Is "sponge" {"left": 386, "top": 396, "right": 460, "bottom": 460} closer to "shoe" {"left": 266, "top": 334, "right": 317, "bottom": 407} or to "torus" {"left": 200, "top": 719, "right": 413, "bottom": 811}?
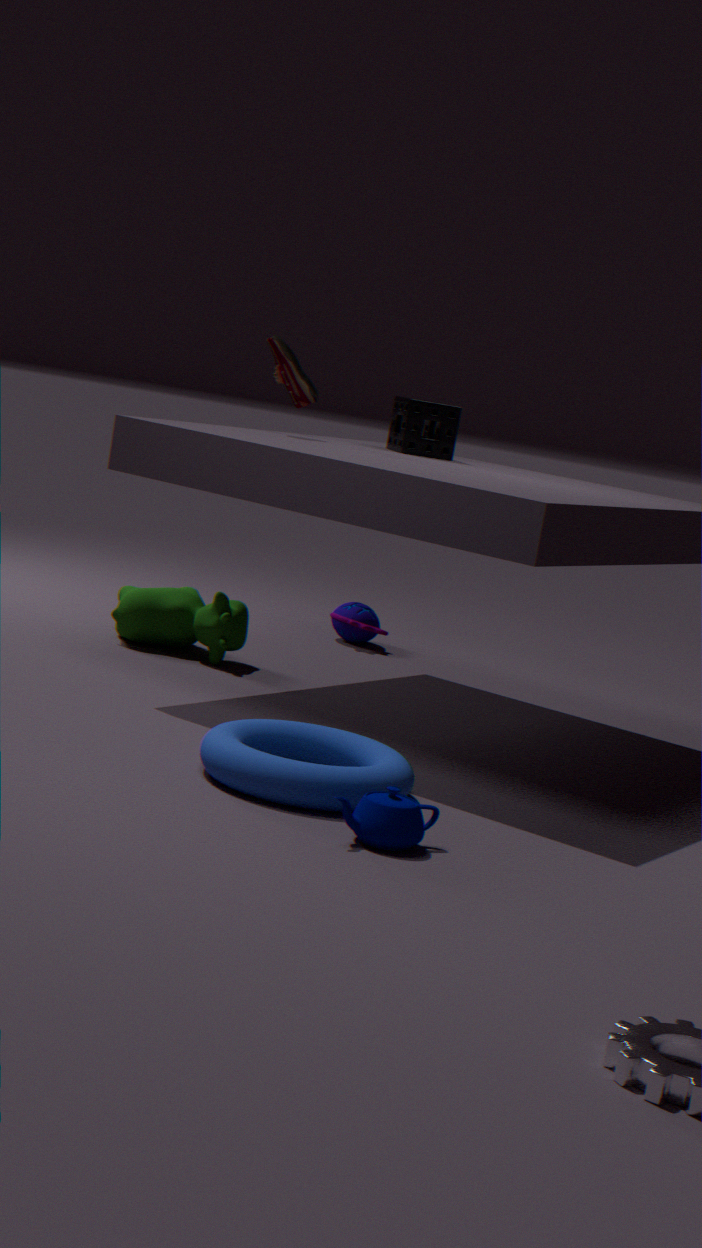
"shoe" {"left": 266, "top": 334, "right": 317, "bottom": 407}
